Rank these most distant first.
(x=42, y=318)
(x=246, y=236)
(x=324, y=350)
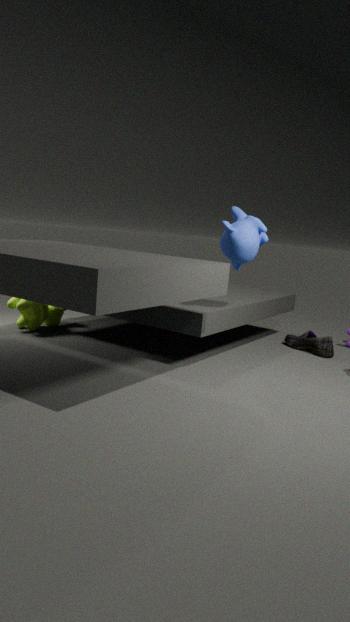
(x=42, y=318)
(x=324, y=350)
(x=246, y=236)
